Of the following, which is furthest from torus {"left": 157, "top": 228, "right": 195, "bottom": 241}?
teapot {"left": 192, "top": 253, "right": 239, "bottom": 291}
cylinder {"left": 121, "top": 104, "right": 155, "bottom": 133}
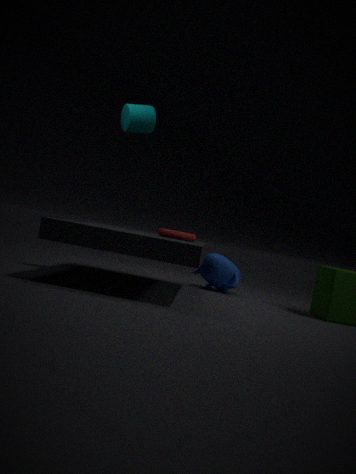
cylinder {"left": 121, "top": 104, "right": 155, "bottom": 133}
